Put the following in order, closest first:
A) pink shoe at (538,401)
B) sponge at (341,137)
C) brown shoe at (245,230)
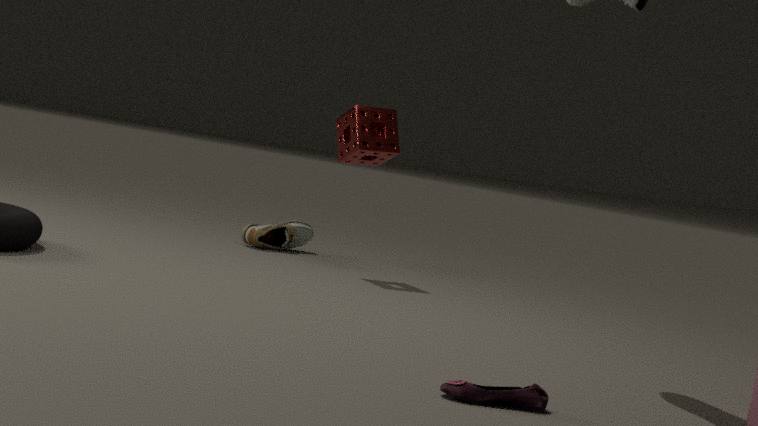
pink shoe at (538,401), sponge at (341,137), brown shoe at (245,230)
